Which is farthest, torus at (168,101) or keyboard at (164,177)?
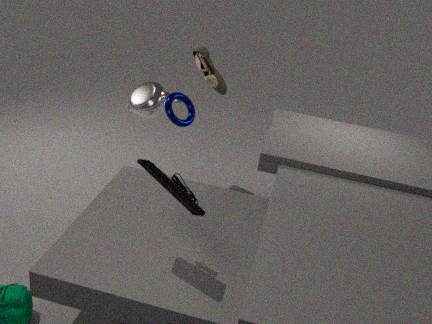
torus at (168,101)
